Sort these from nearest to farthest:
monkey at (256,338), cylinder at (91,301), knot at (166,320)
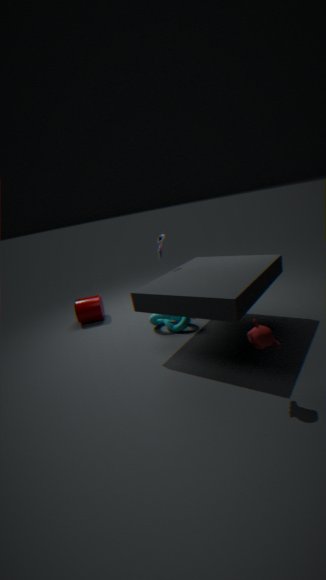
monkey at (256,338), knot at (166,320), cylinder at (91,301)
